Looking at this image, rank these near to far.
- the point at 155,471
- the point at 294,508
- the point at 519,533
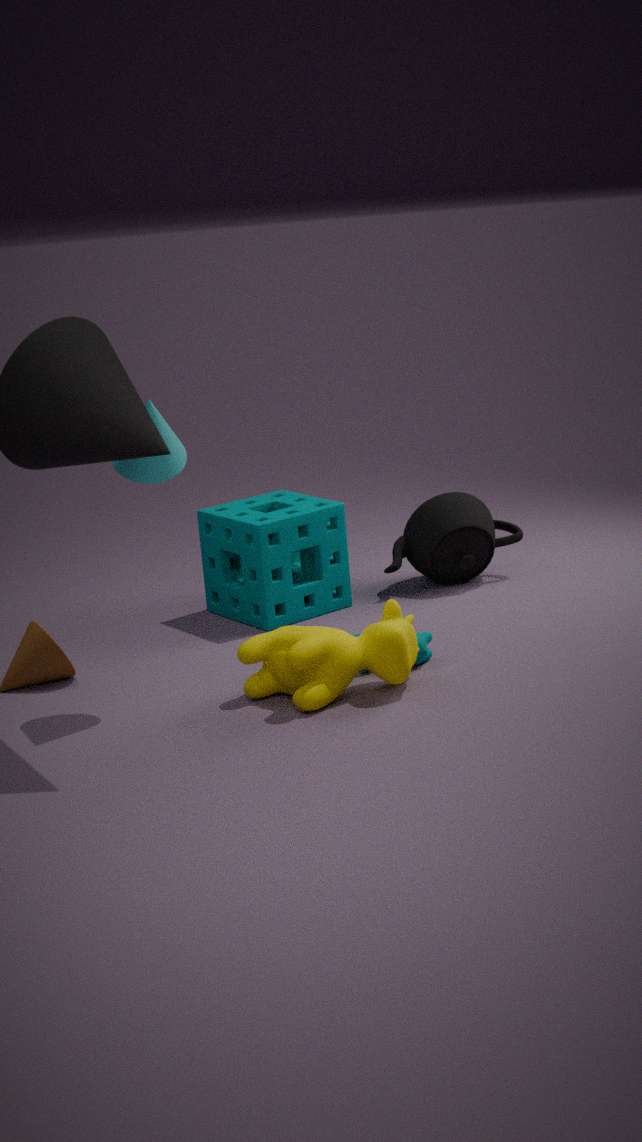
the point at 155,471
the point at 294,508
the point at 519,533
